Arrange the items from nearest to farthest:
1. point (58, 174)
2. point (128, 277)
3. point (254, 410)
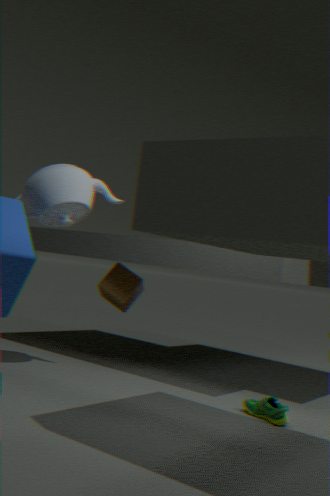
point (254, 410) → point (58, 174) → point (128, 277)
